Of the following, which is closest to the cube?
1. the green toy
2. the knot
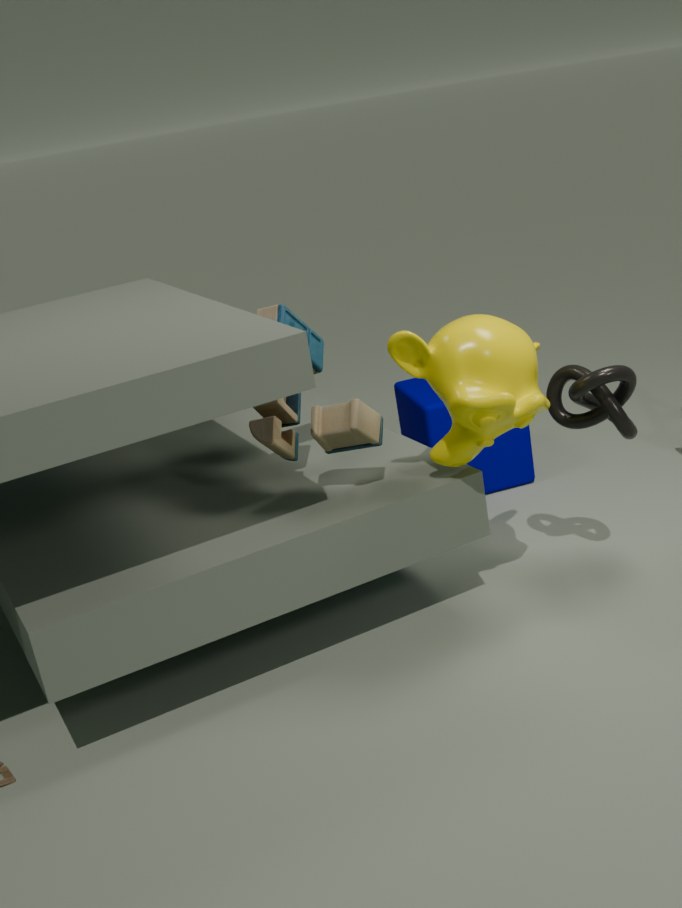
the green toy
